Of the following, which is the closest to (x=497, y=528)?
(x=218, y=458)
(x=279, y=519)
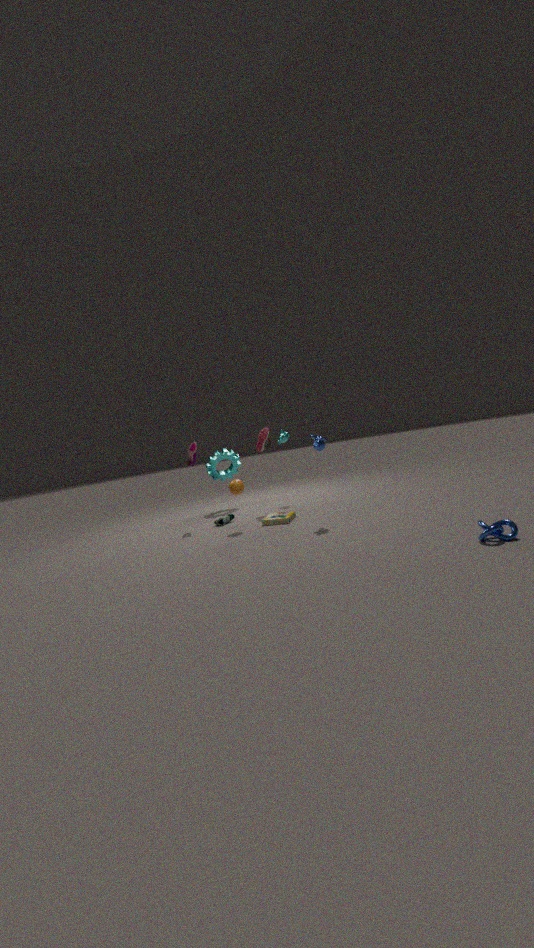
(x=279, y=519)
